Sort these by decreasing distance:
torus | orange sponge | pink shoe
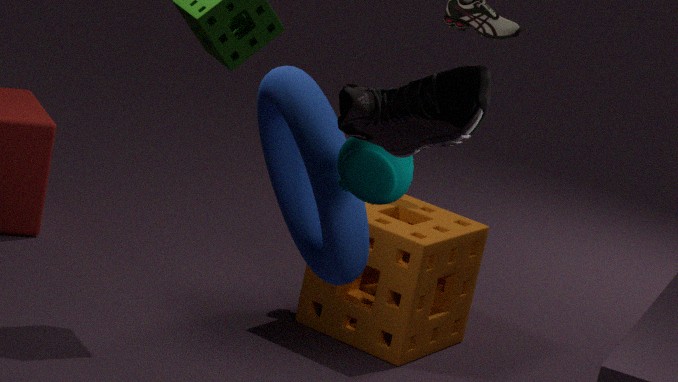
1. orange sponge
2. torus
3. pink shoe
